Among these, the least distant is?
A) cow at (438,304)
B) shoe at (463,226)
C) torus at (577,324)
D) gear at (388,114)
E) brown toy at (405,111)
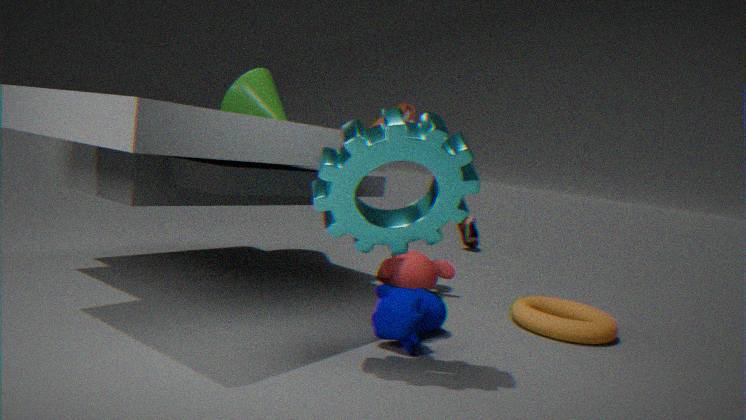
gear at (388,114)
